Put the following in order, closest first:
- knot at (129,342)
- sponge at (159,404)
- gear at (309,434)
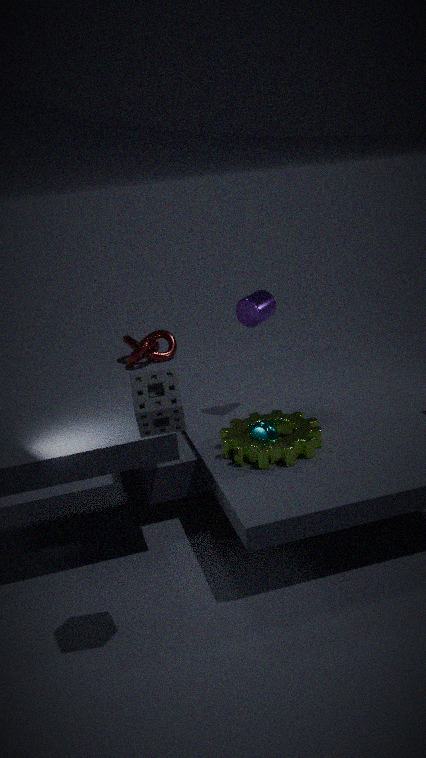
sponge at (159,404) < gear at (309,434) < knot at (129,342)
